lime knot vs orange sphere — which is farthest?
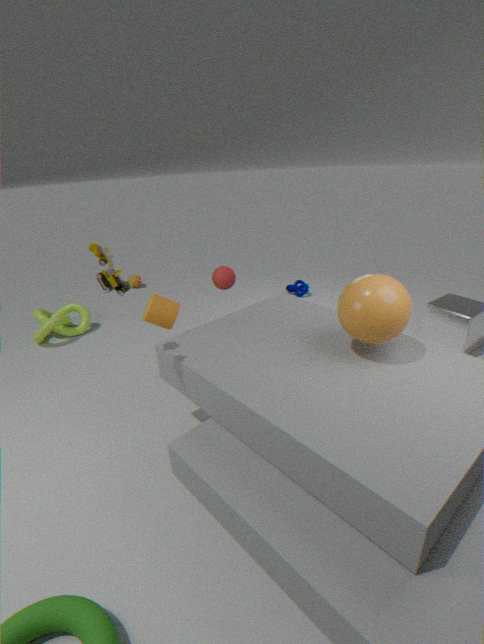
lime knot
